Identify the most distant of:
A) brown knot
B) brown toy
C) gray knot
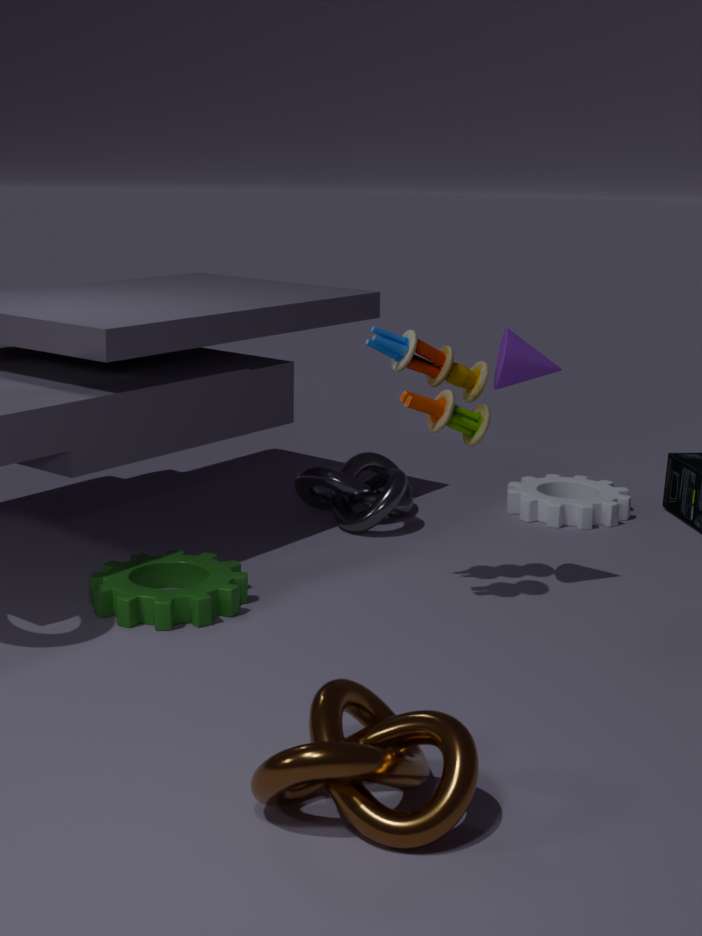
gray knot
